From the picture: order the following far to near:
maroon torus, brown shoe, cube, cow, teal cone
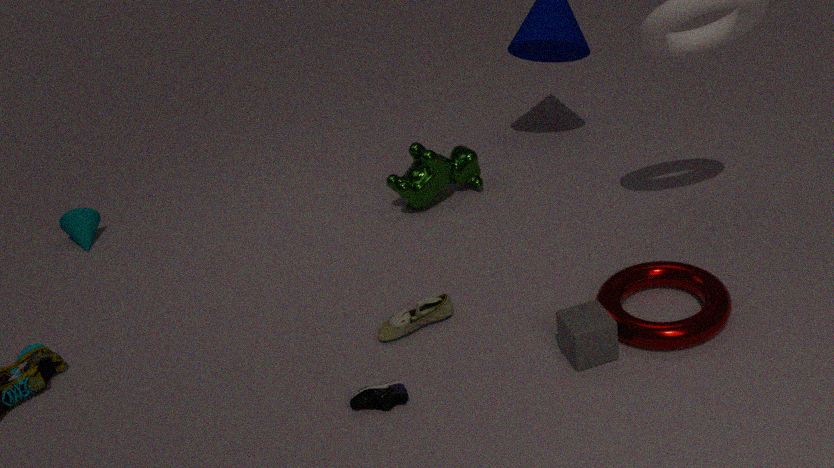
teal cone
cow
brown shoe
maroon torus
cube
